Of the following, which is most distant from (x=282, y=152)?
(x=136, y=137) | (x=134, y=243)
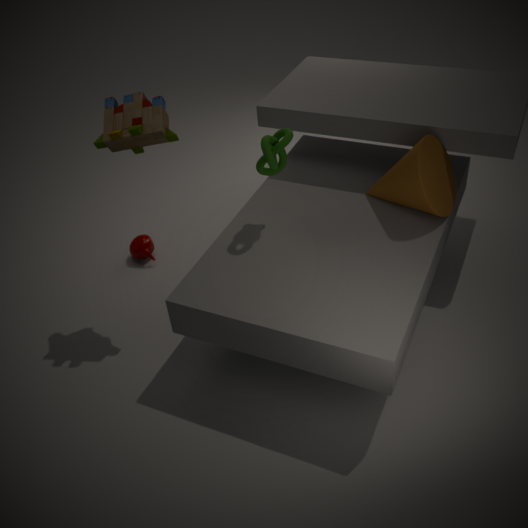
(x=134, y=243)
